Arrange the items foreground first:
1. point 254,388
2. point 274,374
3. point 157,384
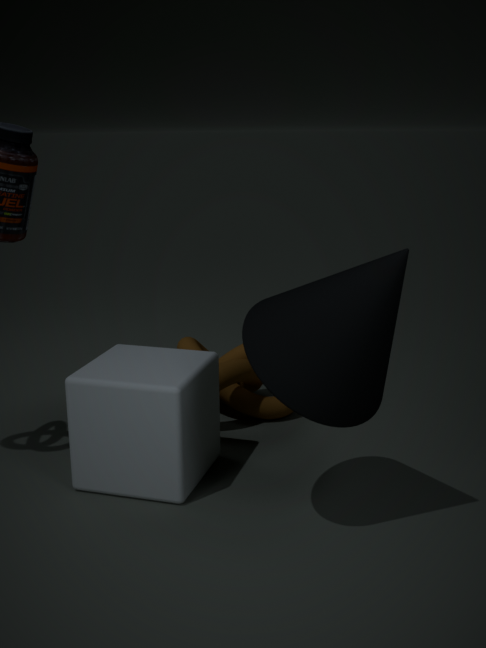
point 274,374 → point 157,384 → point 254,388
